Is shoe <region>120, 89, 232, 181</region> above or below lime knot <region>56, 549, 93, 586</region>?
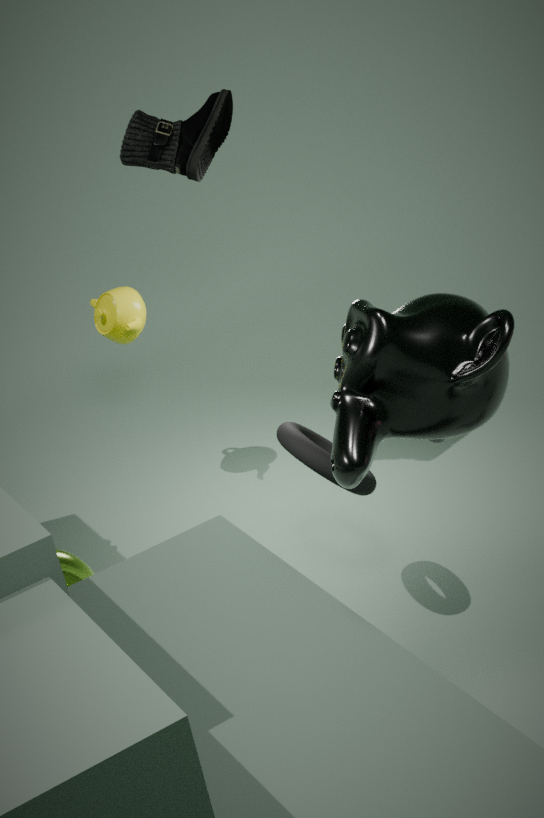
above
